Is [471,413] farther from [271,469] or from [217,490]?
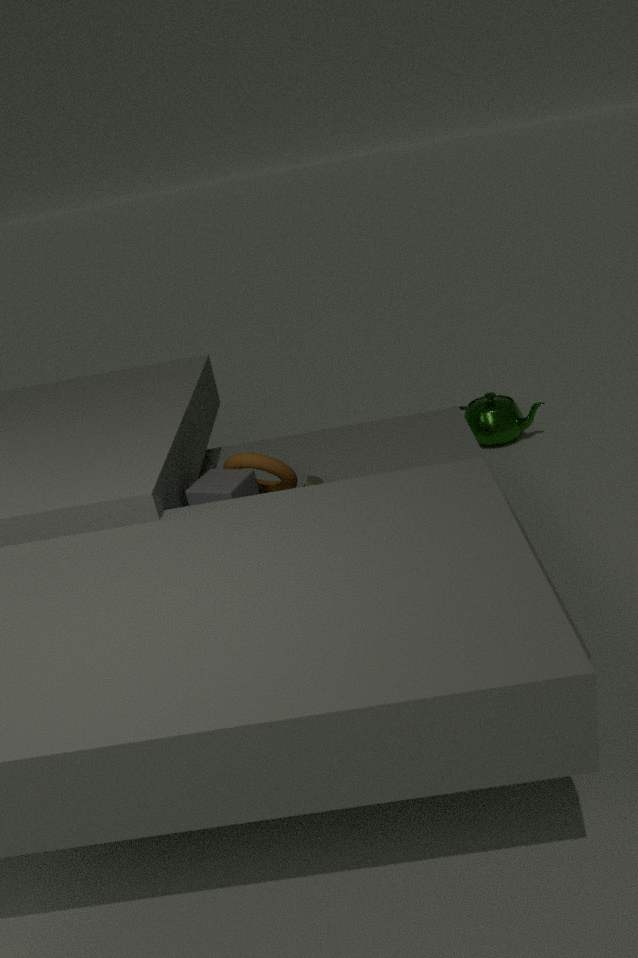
[217,490]
